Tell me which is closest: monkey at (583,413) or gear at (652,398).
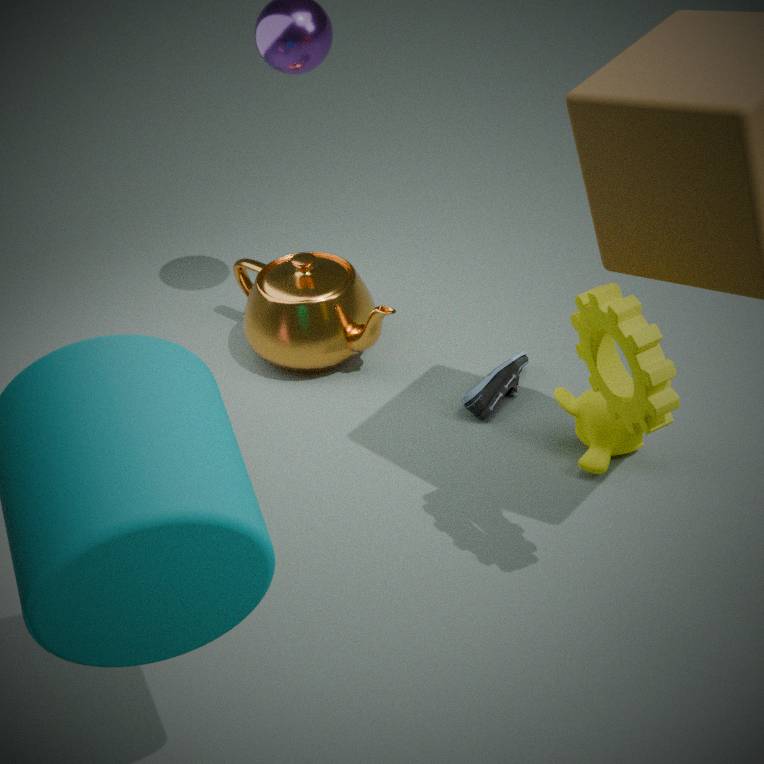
gear at (652,398)
